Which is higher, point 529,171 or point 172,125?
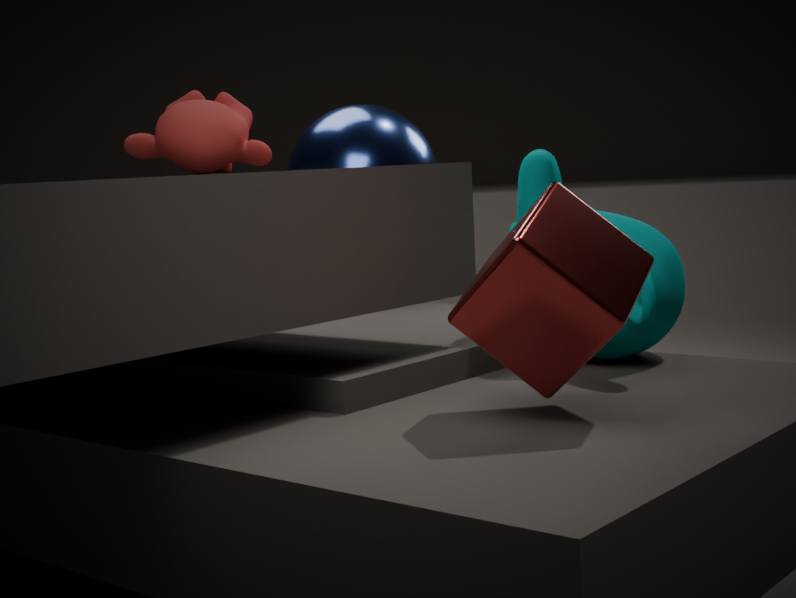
point 172,125
